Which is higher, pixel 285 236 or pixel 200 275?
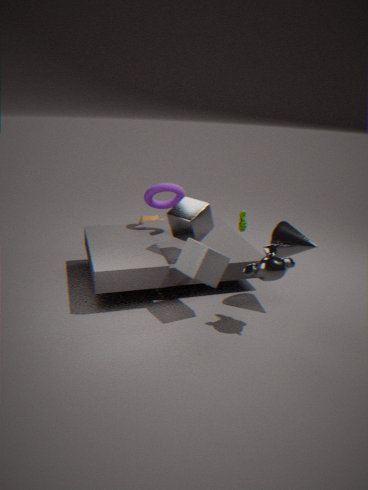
pixel 285 236
